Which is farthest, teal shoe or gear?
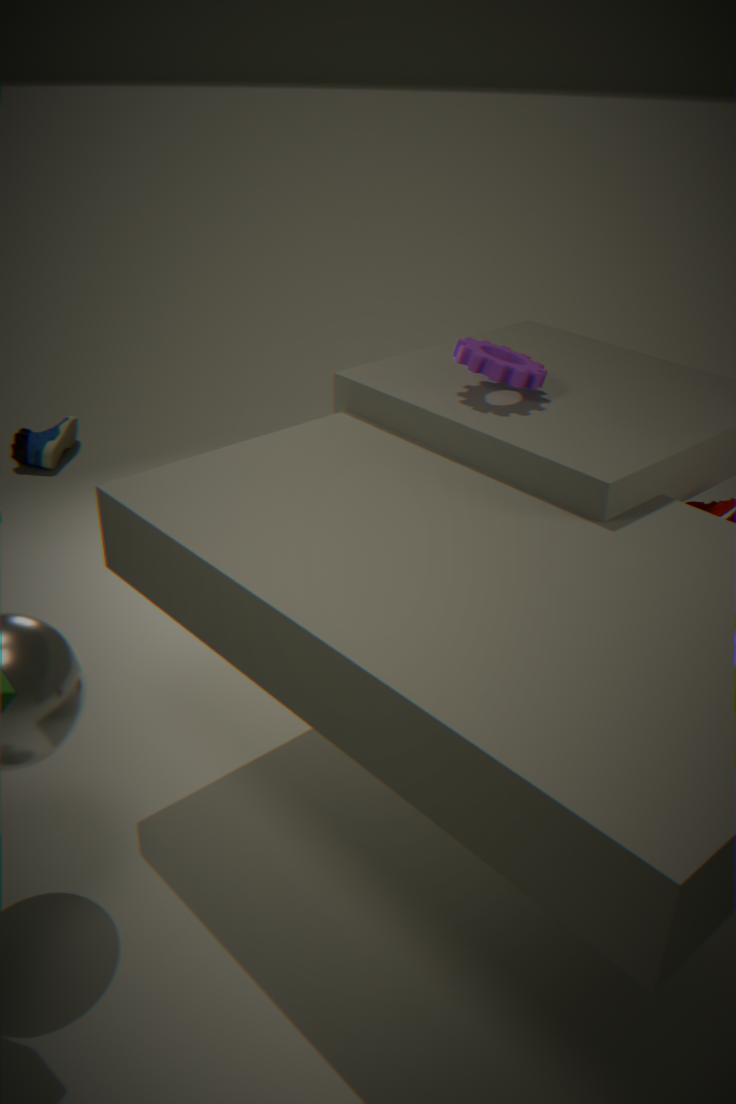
teal shoe
